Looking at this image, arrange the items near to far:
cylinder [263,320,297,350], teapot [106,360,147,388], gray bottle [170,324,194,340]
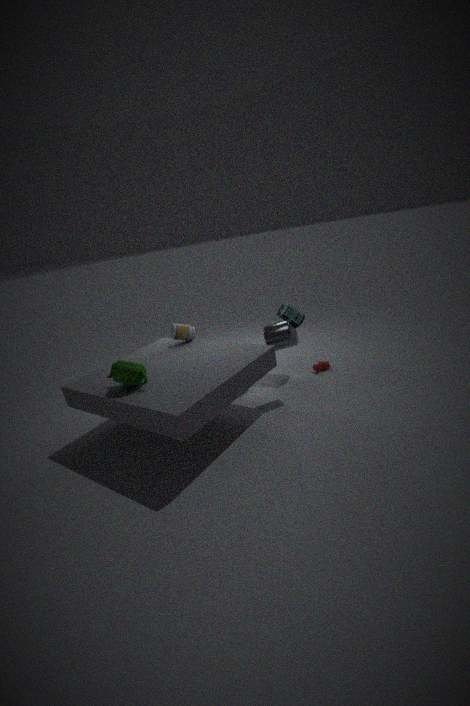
1. teapot [106,360,147,388]
2. gray bottle [170,324,194,340]
3. cylinder [263,320,297,350]
